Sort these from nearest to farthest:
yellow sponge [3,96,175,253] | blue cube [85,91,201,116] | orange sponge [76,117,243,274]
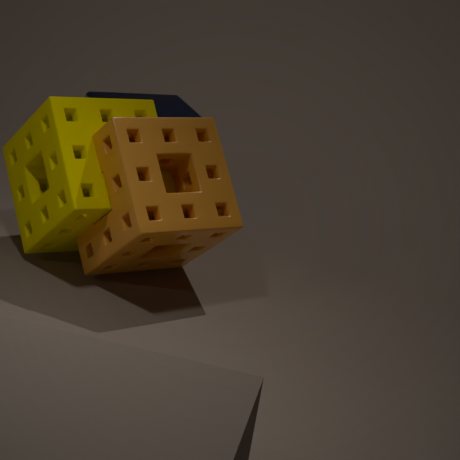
orange sponge [76,117,243,274]
yellow sponge [3,96,175,253]
blue cube [85,91,201,116]
